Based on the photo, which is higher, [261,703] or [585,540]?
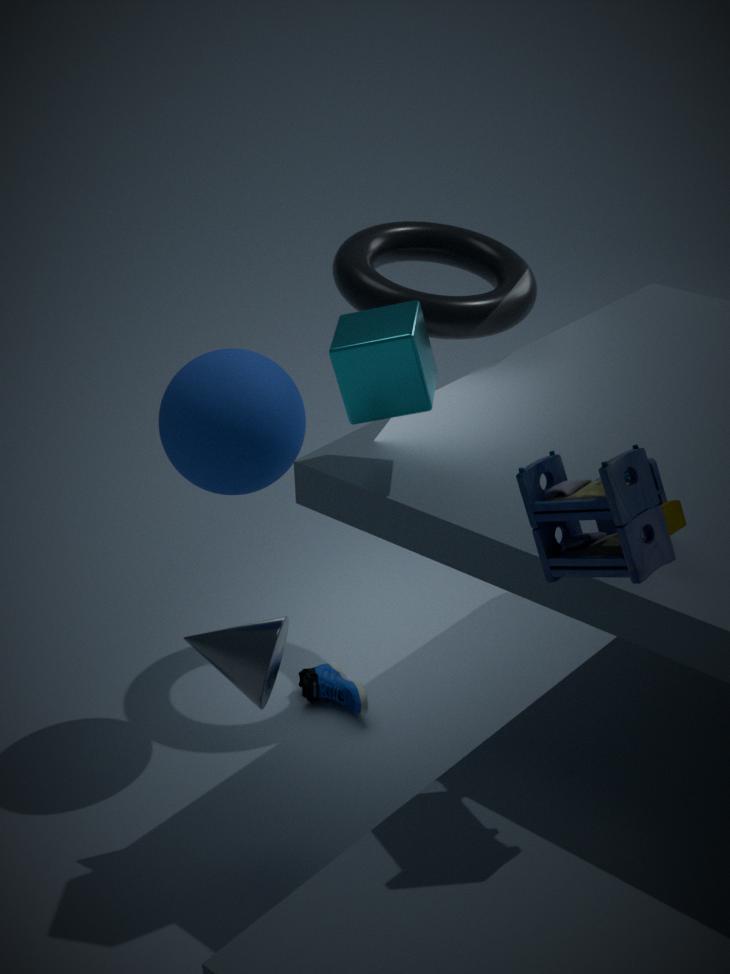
[585,540]
